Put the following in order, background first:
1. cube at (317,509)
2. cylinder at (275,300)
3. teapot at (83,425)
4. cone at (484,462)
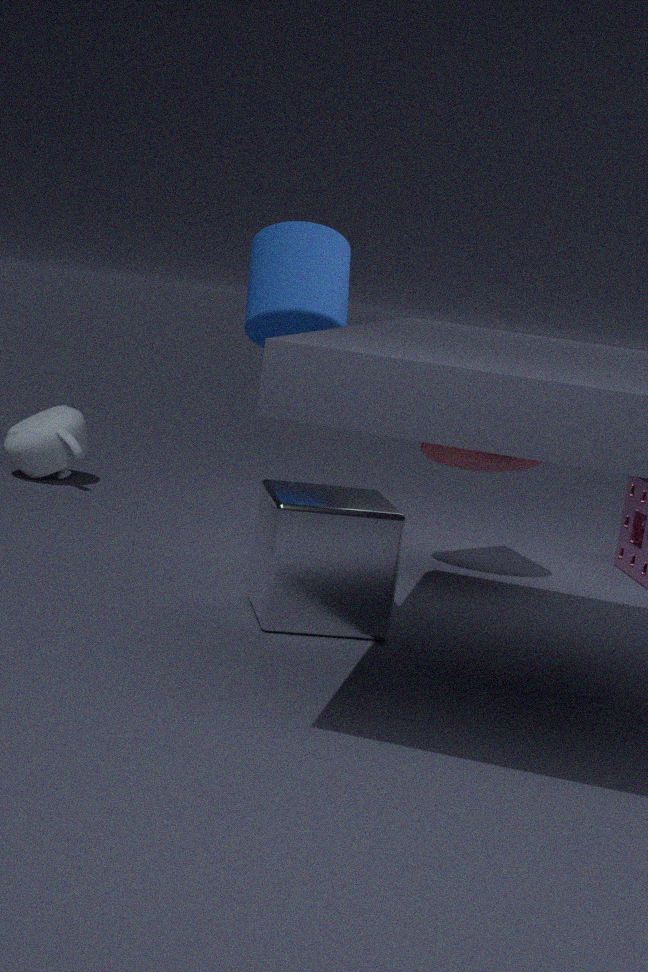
teapot at (83,425), cylinder at (275,300), cone at (484,462), cube at (317,509)
